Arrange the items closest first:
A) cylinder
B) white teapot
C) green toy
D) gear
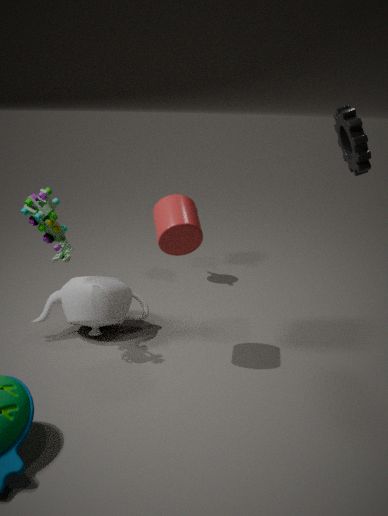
gear
green toy
cylinder
white teapot
